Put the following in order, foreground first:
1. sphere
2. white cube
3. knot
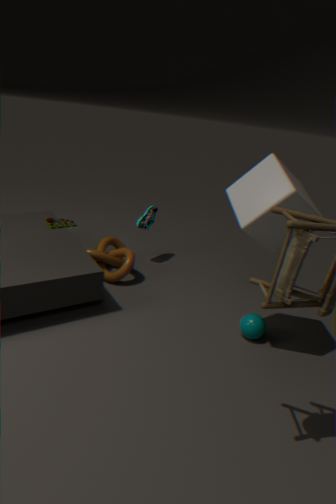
white cube
sphere
knot
